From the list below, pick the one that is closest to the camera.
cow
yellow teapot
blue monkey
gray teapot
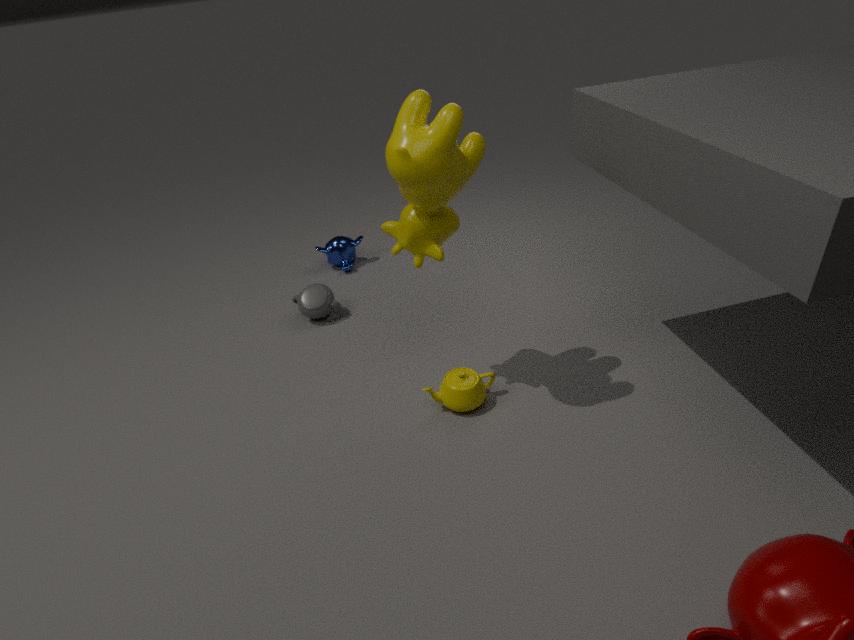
cow
